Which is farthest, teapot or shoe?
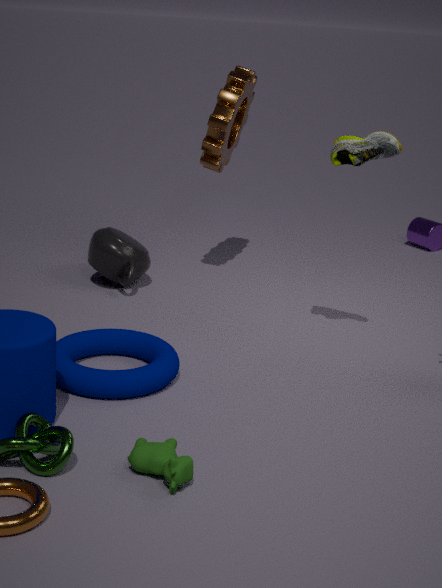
teapot
